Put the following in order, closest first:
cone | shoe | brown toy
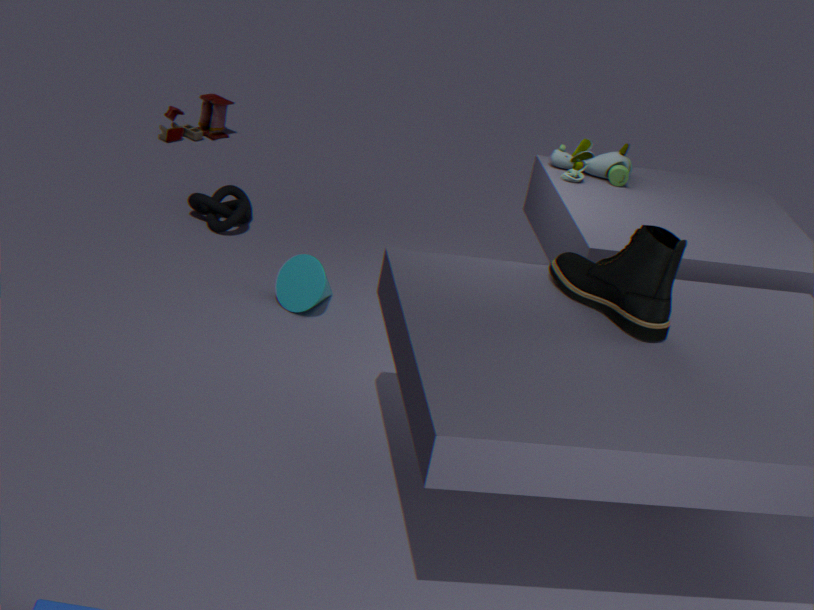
shoe
cone
brown toy
